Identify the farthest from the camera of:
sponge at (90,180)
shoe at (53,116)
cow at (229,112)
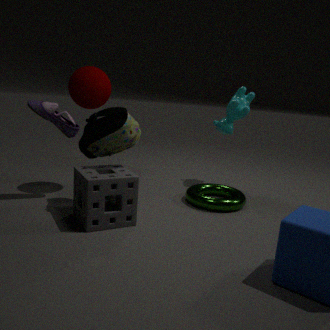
cow at (229,112)
